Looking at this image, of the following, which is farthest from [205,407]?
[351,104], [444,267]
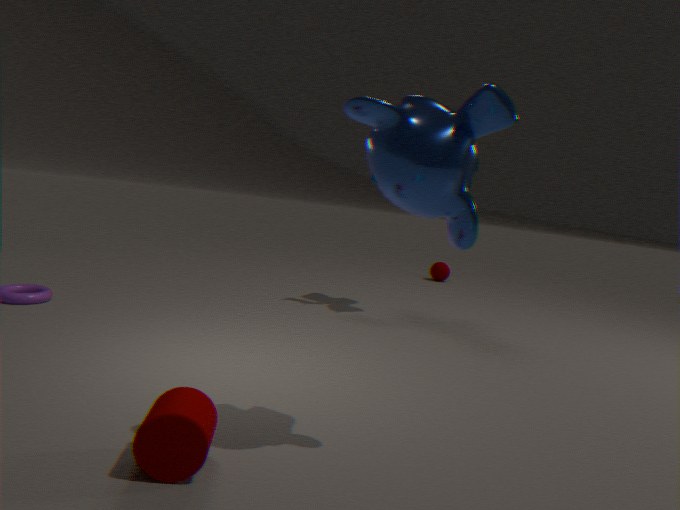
[444,267]
